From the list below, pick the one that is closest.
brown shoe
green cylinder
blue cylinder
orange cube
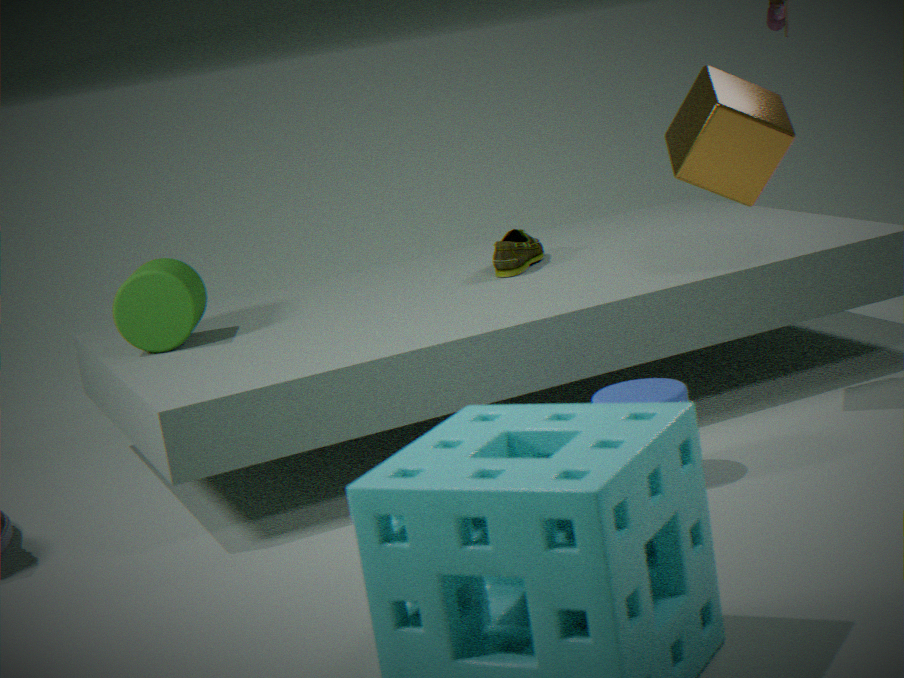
blue cylinder
